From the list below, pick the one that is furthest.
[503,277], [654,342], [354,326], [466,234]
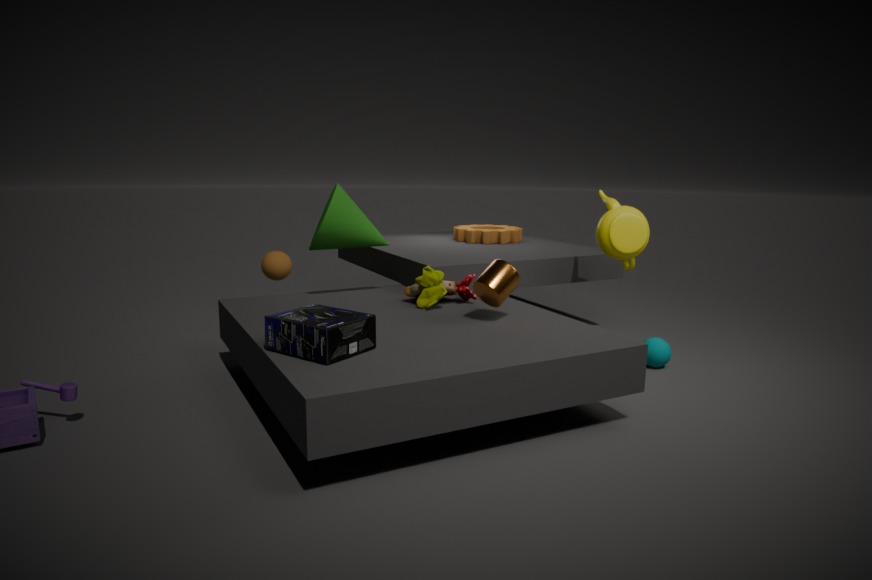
[466,234]
